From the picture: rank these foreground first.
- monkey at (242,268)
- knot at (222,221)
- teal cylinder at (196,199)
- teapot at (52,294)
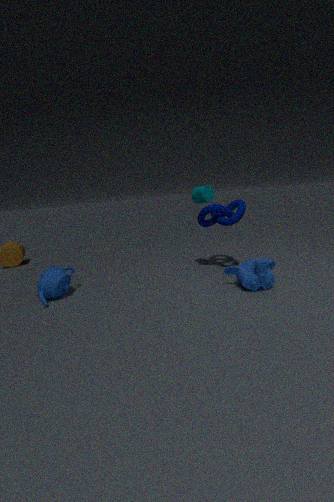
1. monkey at (242,268)
2. teapot at (52,294)
3. knot at (222,221)
4. teal cylinder at (196,199)
